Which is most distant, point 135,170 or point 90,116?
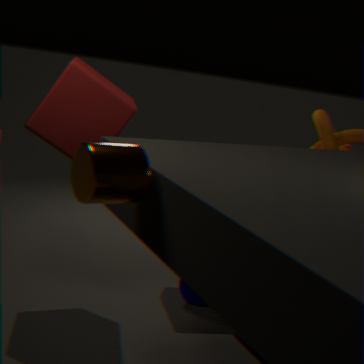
point 90,116
